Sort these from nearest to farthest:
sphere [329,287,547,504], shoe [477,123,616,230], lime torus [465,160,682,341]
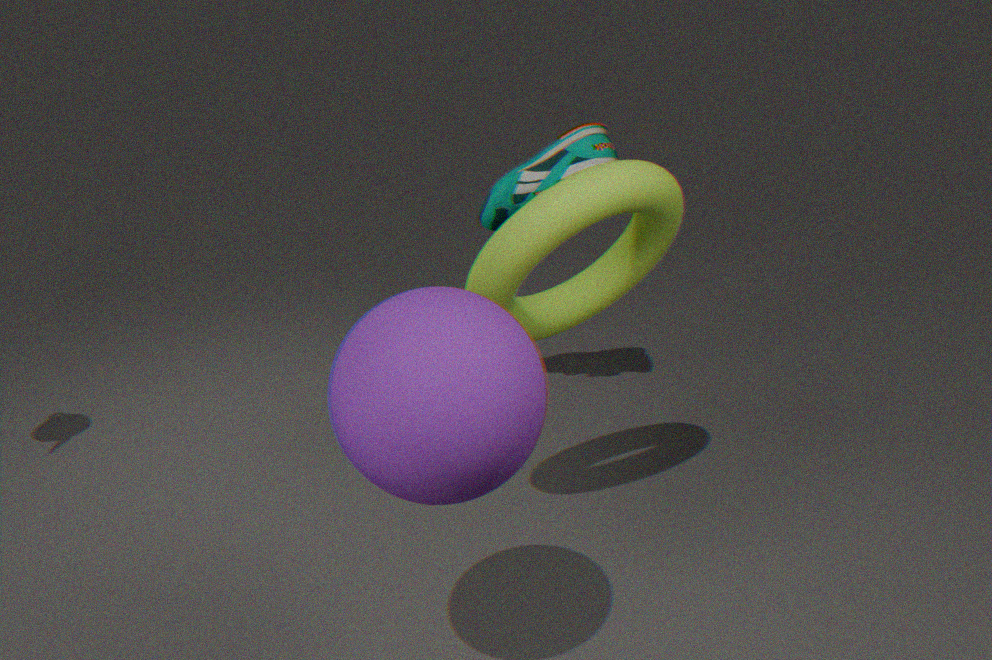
sphere [329,287,547,504] → lime torus [465,160,682,341] → shoe [477,123,616,230]
